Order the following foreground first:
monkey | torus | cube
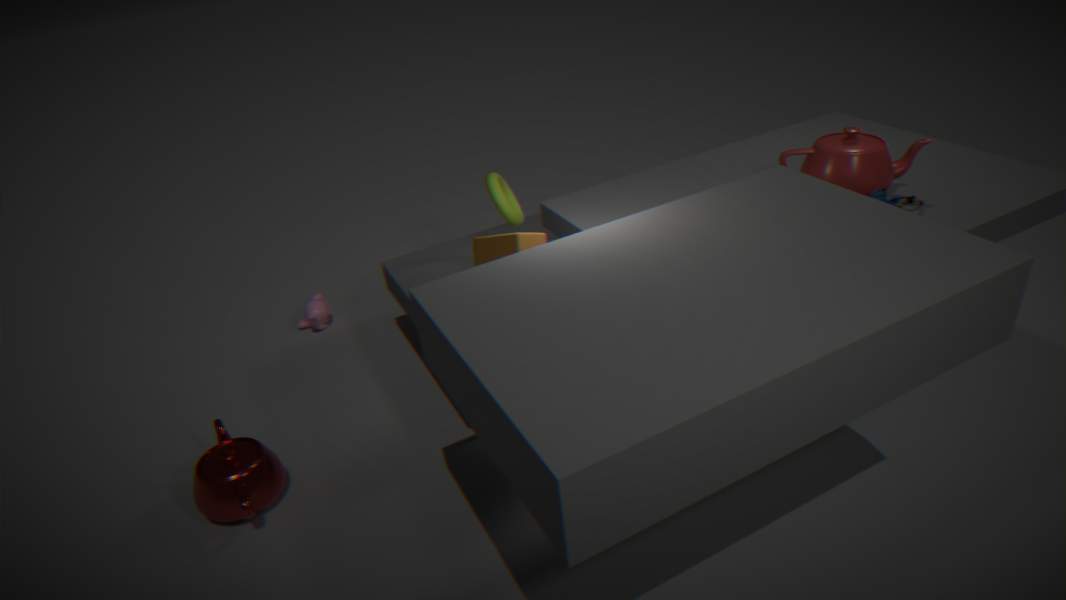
cube
torus
monkey
